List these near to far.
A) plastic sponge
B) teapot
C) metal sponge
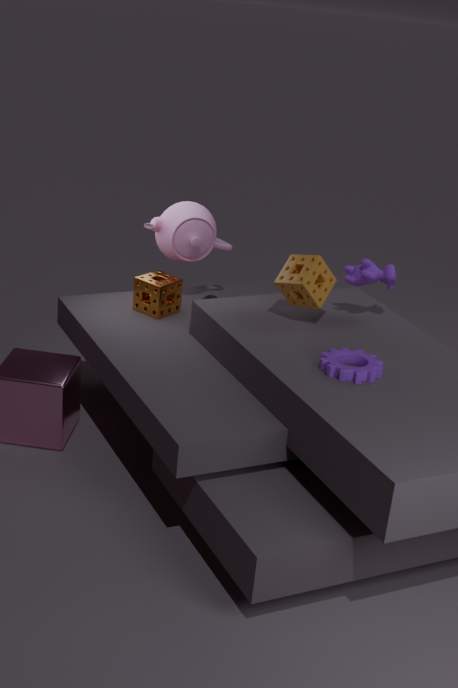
1. plastic sponge
2. metal sponge
3. teapot
